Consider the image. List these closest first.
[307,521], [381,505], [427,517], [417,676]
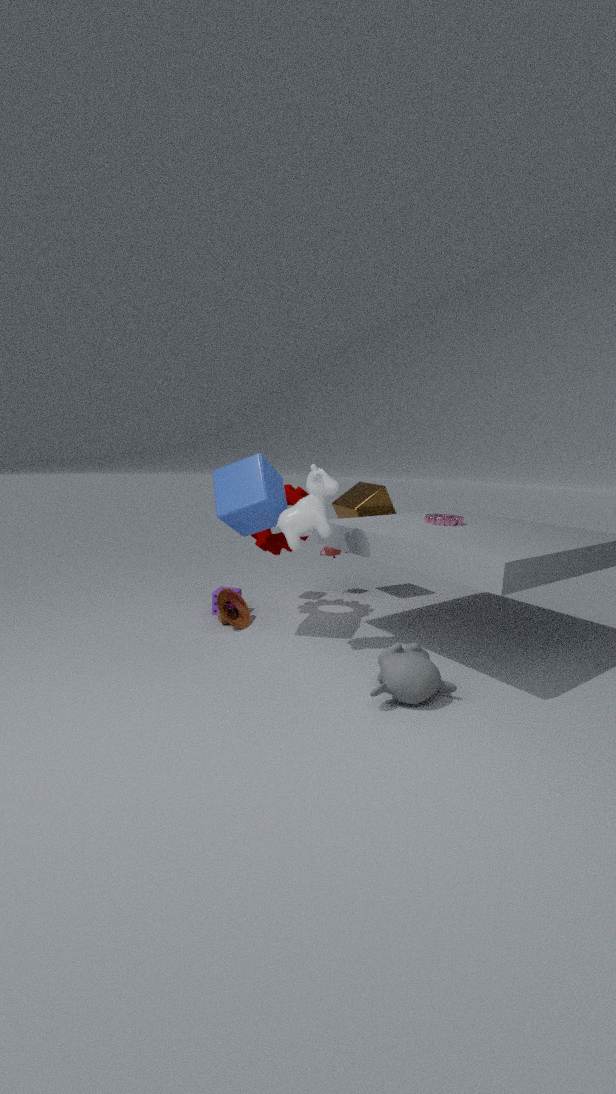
[417,676], [307,521], [427,517], [381,505]
